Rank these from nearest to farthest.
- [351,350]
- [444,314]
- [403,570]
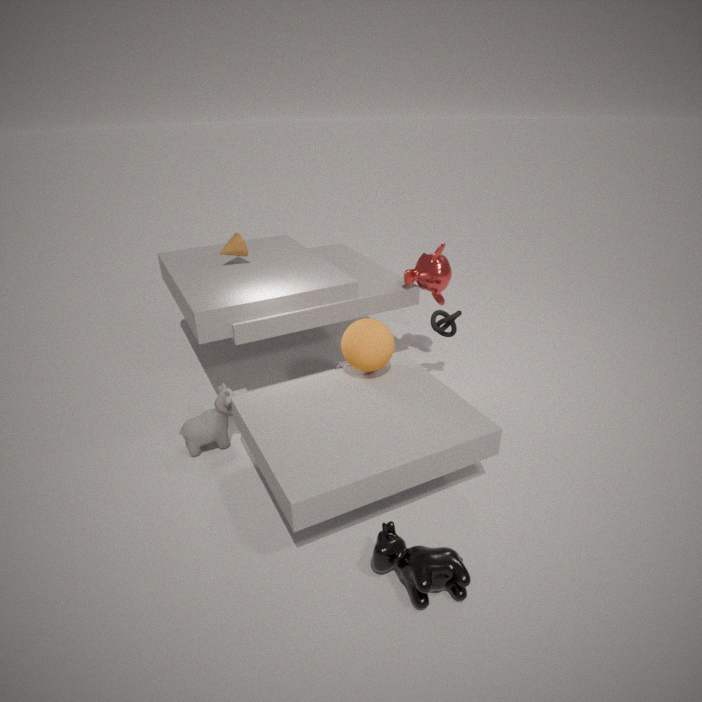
1. [403,570]
2. [351,350]
3. [444,314]
